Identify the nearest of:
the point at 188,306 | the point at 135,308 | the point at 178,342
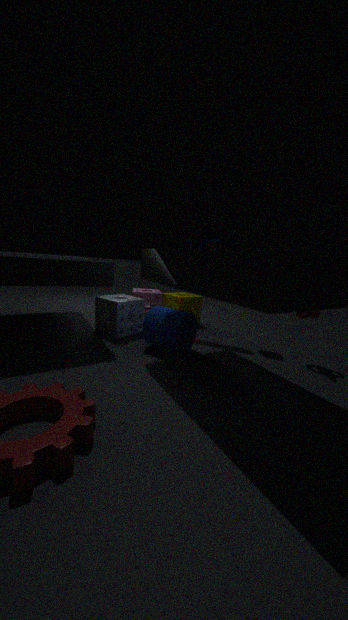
the point at 178,342
